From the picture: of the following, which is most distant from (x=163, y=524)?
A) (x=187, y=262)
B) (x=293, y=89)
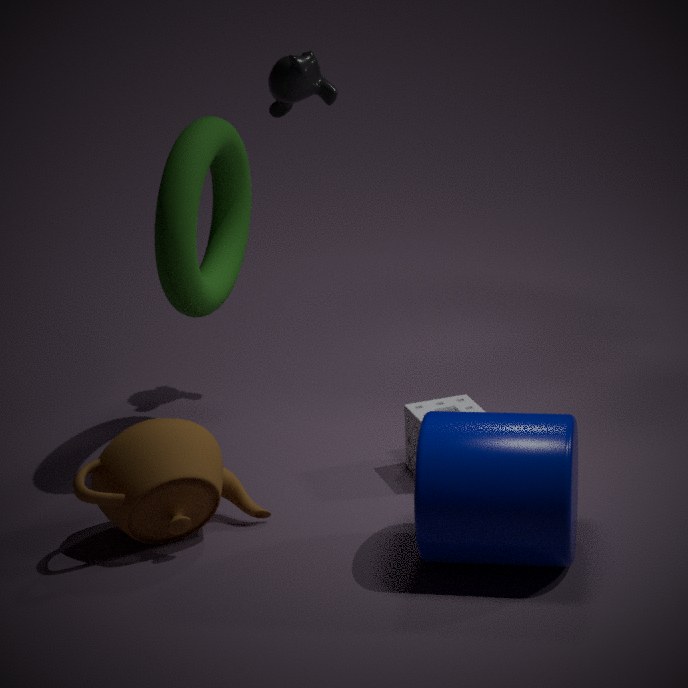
(x=293, y=89)
